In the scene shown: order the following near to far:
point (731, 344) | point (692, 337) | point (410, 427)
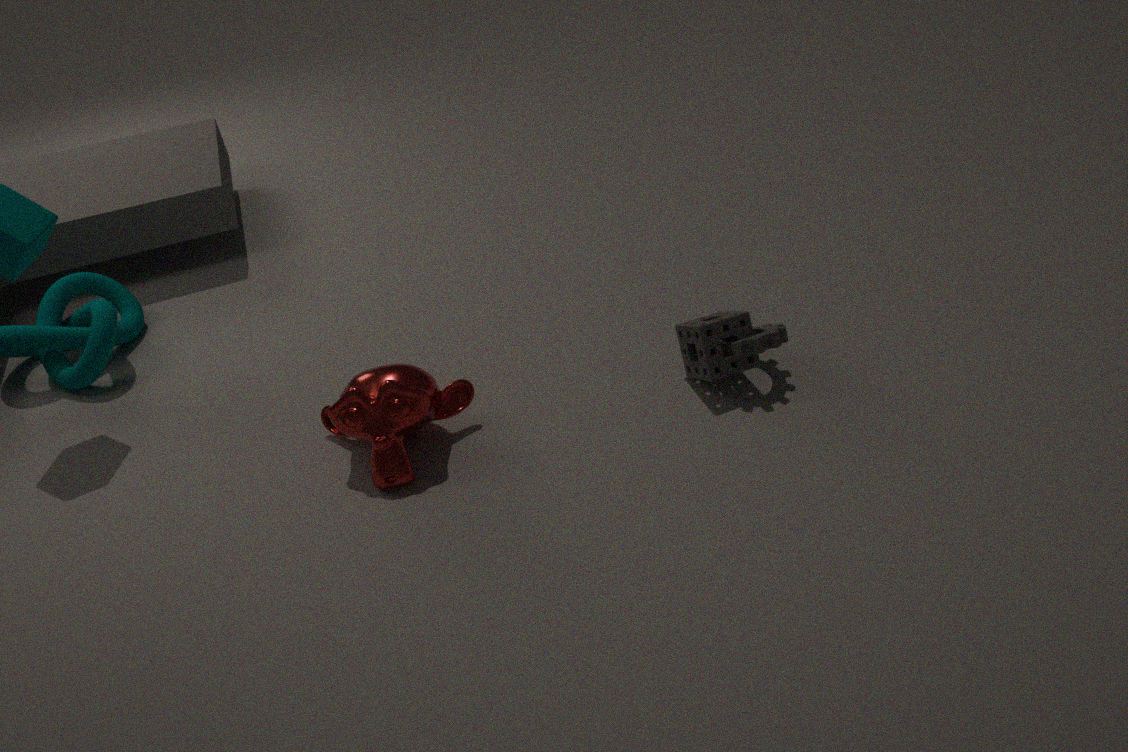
1. point (410, 427)
2. point (731, 344)
3. point (692, 337)
